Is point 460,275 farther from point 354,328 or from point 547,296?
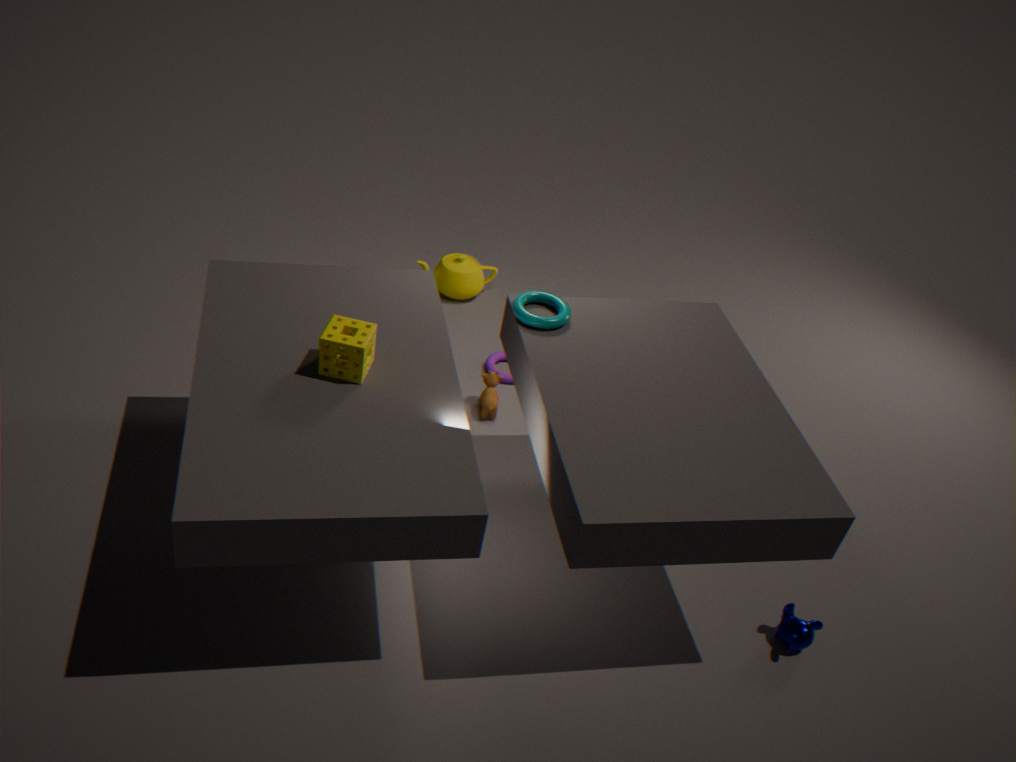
point 354,328
